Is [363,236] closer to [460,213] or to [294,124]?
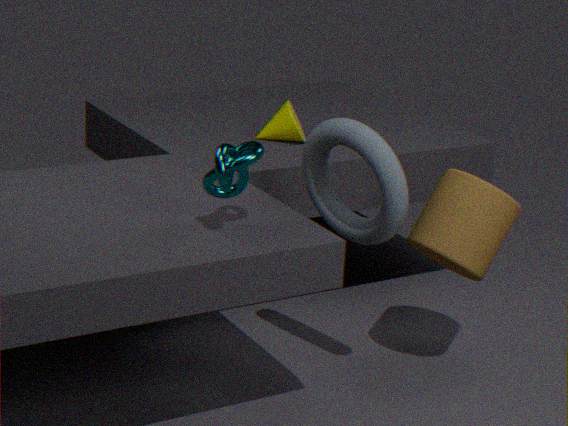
[460,213]
